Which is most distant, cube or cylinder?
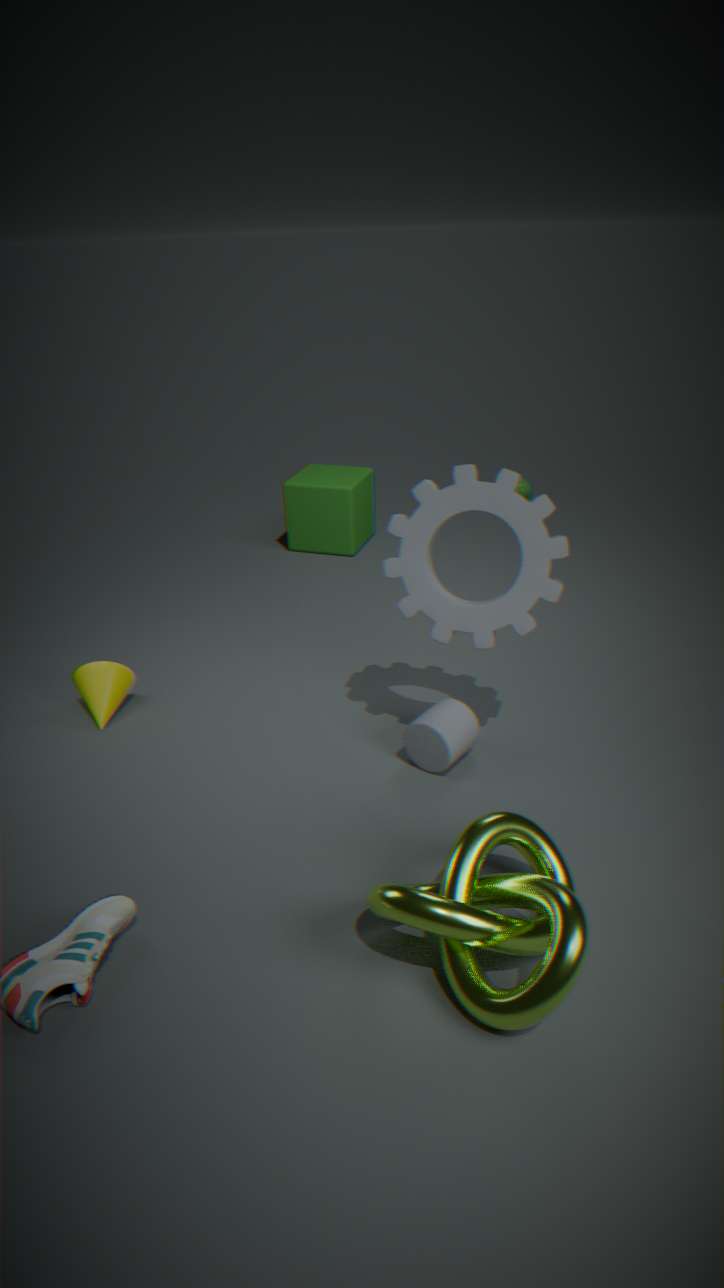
cube
